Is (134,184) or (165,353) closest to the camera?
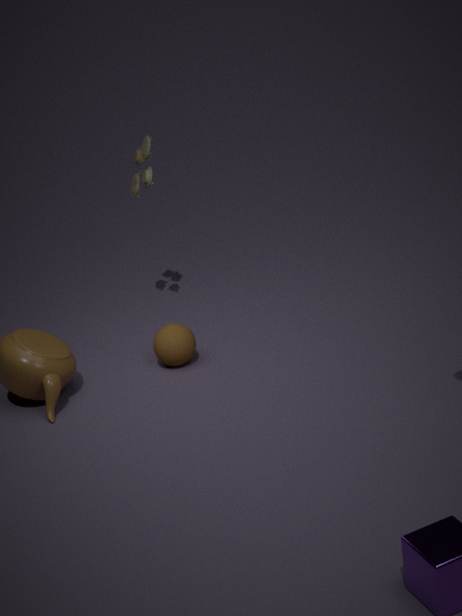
(165,353)
